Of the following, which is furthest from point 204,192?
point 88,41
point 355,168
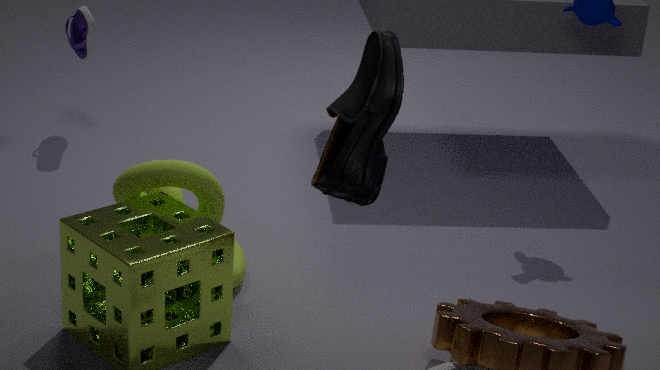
point 88,41
